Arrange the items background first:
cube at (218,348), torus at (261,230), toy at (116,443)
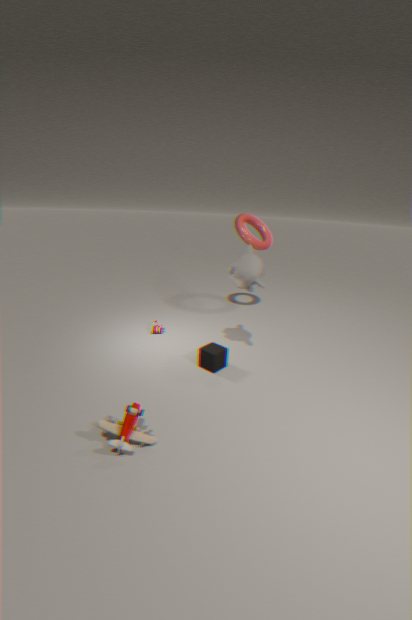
torus at (261,230)
cube at (218,348)
toy at (116,443)
